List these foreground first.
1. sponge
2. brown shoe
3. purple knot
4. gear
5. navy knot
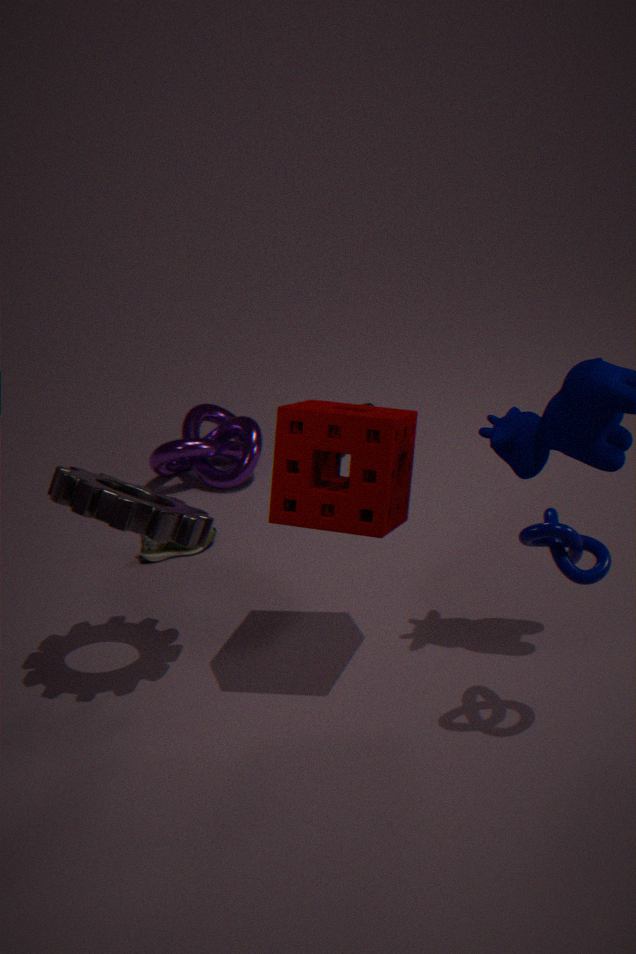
navy knot
sponge
gear
brown shoe
purple knot
